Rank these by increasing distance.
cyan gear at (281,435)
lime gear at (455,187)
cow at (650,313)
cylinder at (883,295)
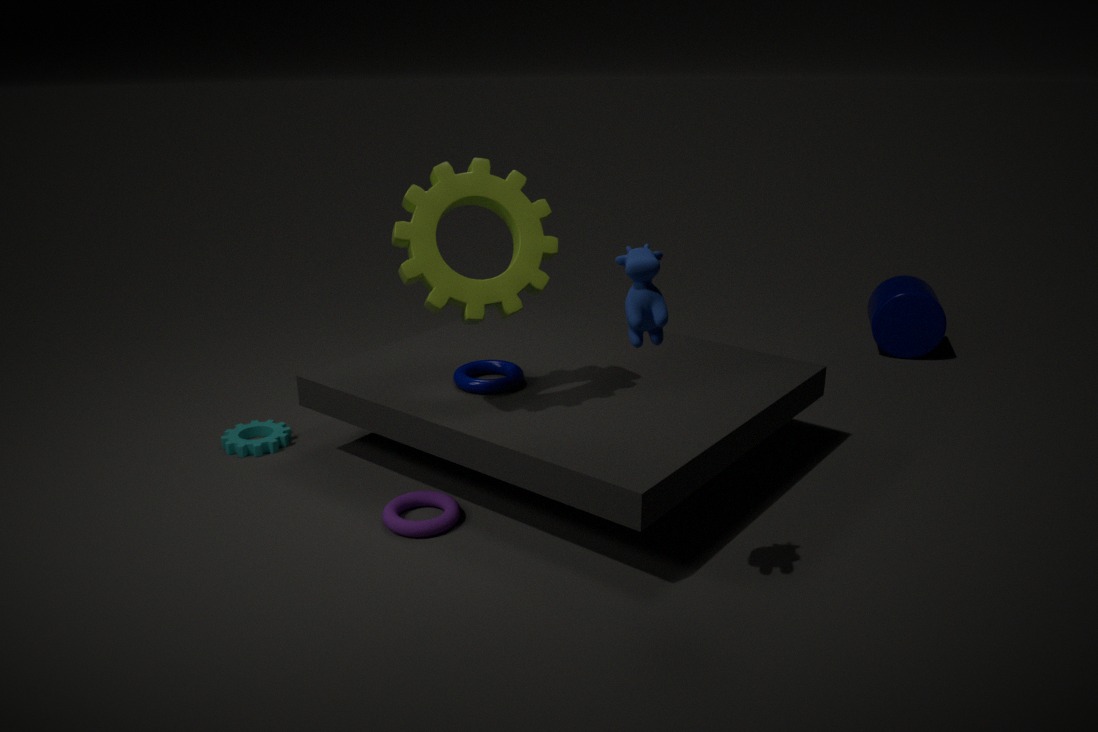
1. cow at (650,313)
2. lime gear at (455,187)
3. cyan gear at (281,435)
4. cylinder at (883,295)
